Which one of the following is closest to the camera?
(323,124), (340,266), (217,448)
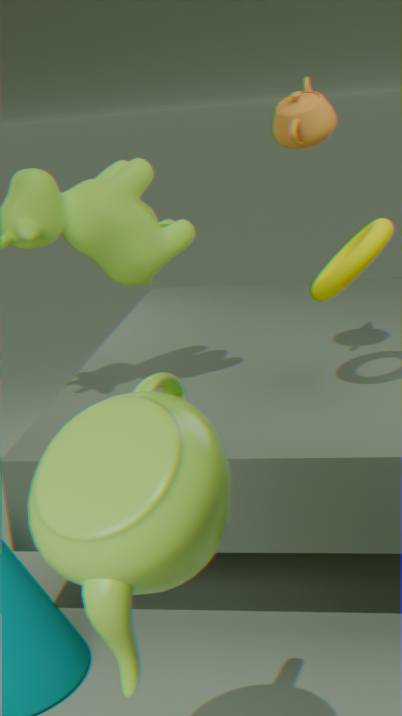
(217,448)
